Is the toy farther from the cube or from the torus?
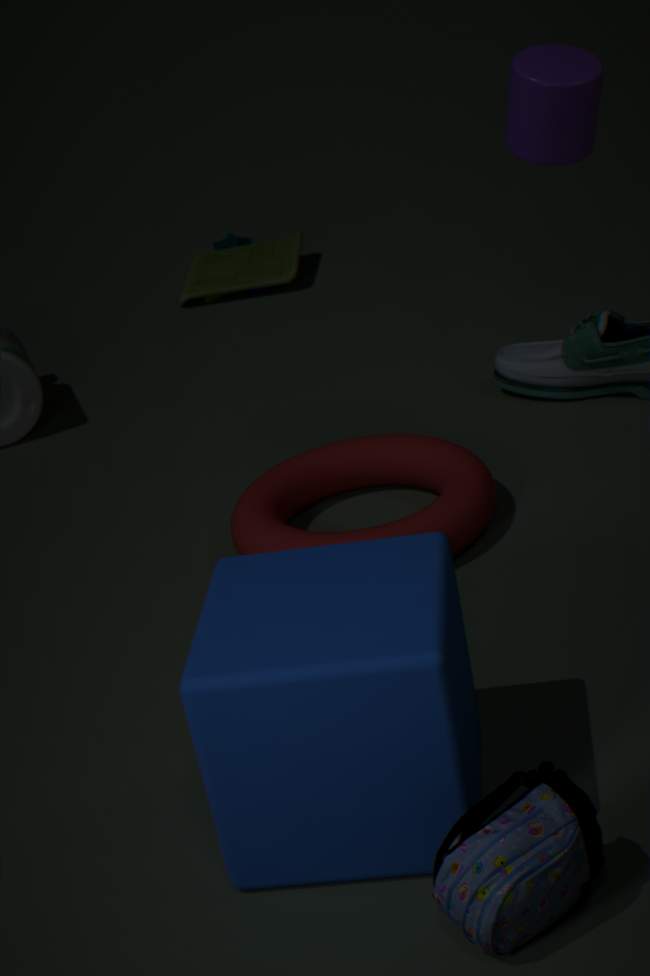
the cube
